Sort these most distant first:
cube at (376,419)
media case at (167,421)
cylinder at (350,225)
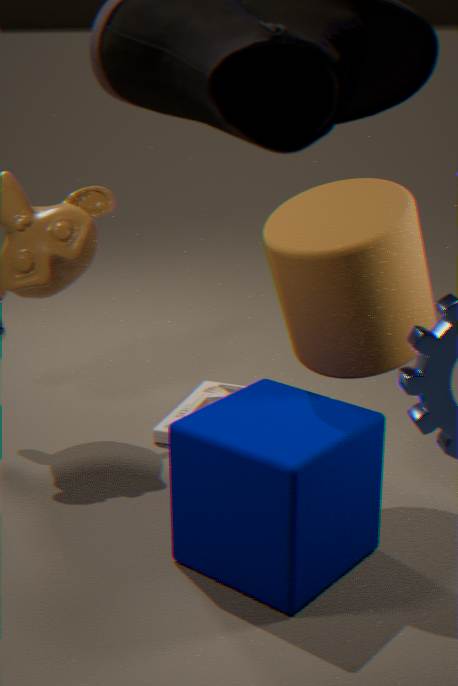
media case at (167,421) → cylinder at (350,225) → cube at (376,419)
